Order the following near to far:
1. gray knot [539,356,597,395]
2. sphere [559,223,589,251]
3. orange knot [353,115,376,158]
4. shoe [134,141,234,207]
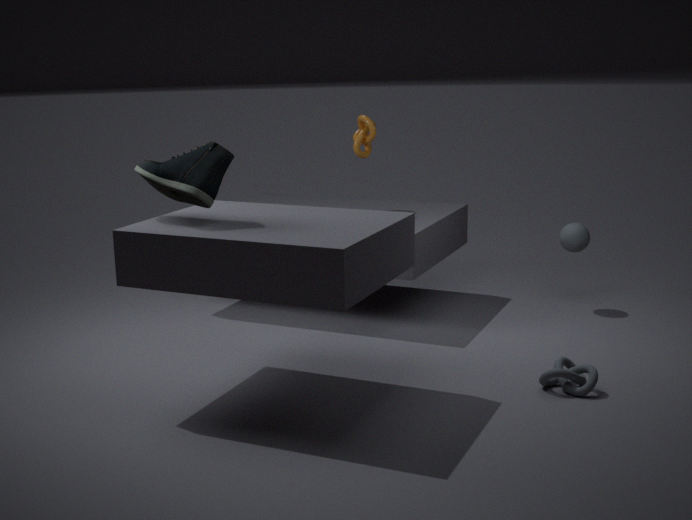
shoe [134,141,234,207] → gray knot [539,356,597,395] → sphere [559,223,589,251] → orange knot [353,115,376,158]
